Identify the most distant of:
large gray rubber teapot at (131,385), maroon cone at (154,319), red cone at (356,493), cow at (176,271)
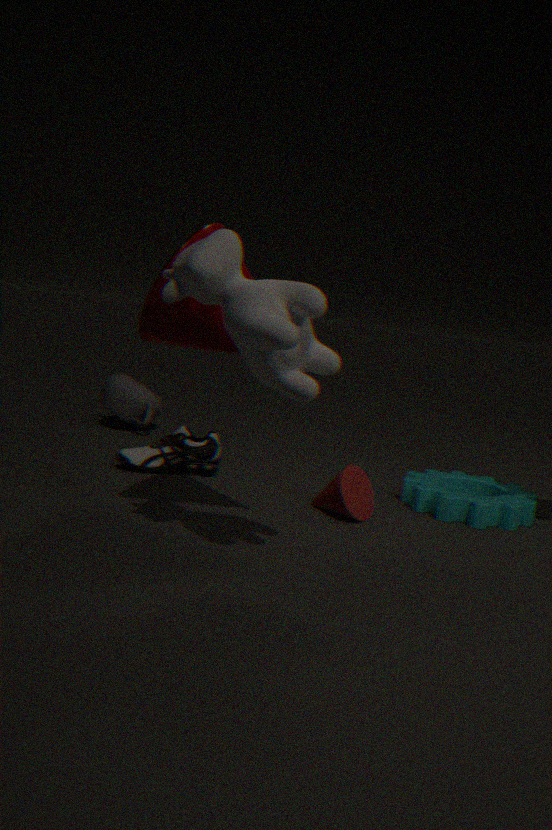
large gray rubber teapot at (131,385)
